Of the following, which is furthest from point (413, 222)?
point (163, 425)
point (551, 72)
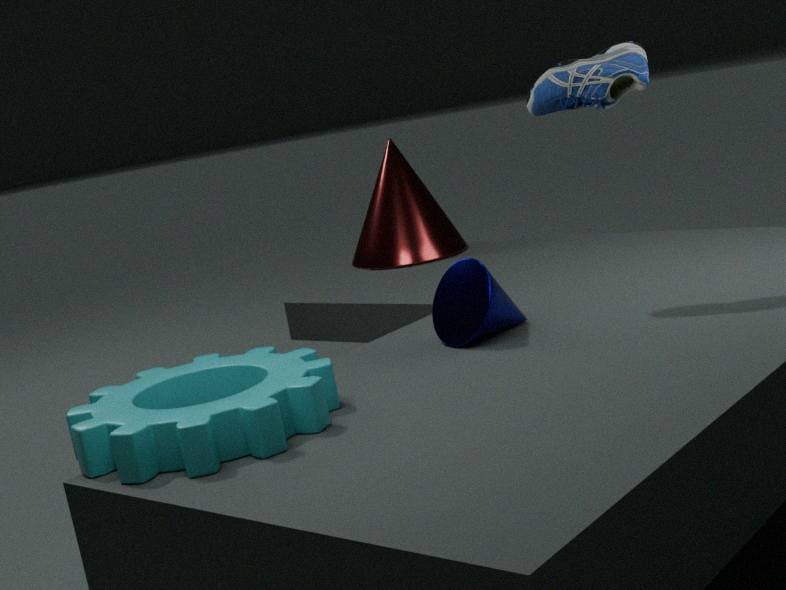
point (163, 425)
